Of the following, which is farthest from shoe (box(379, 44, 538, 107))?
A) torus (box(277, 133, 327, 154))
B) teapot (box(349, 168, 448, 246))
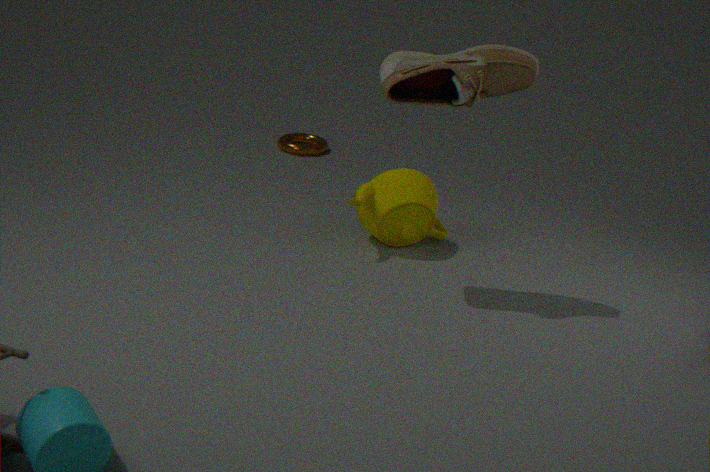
torus (box(277, 133, 327, 154))
